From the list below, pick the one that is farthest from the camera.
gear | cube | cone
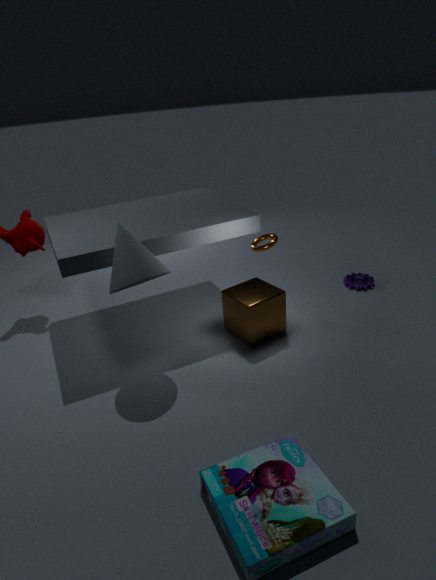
gear
